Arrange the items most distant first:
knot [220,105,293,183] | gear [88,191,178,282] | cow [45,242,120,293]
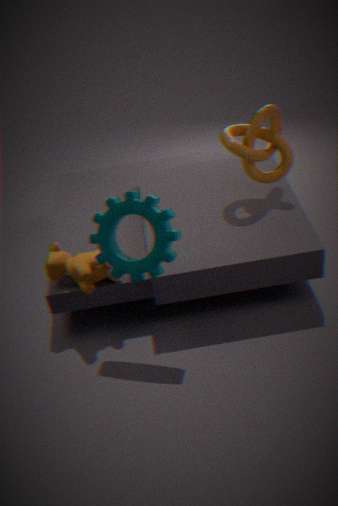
knot [220,105,293,183] < cow [45,242,120,293] < gear [88,191,178,282]
